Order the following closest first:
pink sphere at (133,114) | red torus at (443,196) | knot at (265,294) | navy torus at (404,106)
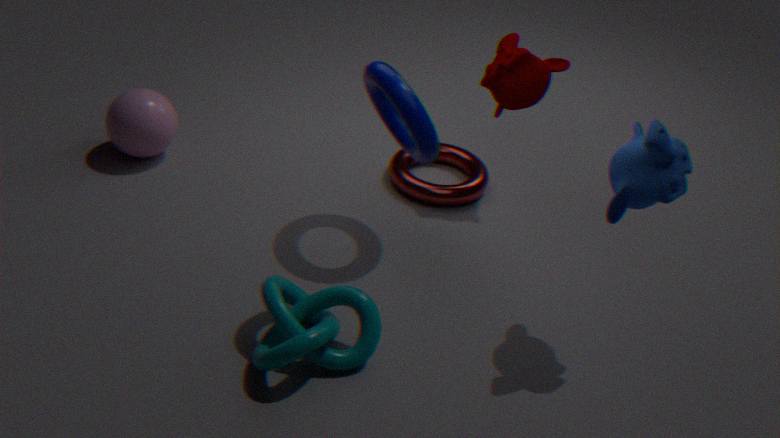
knot at (265,294) → navy torus at (404,106) → pink sphere at (133,114) → red torus at (443,196)
